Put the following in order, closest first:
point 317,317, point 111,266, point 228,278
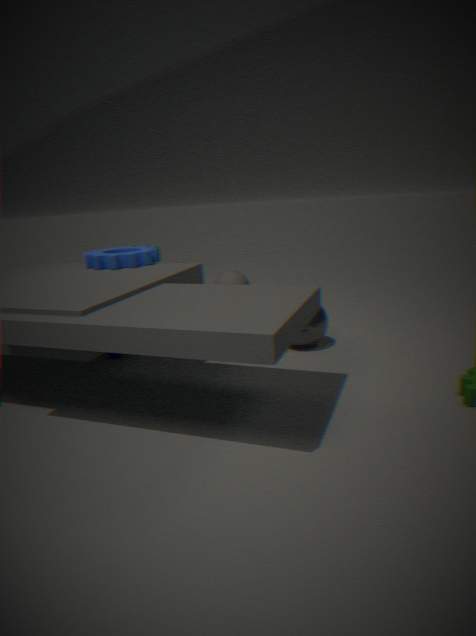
point 317,317, point 111,266, point 228,278
